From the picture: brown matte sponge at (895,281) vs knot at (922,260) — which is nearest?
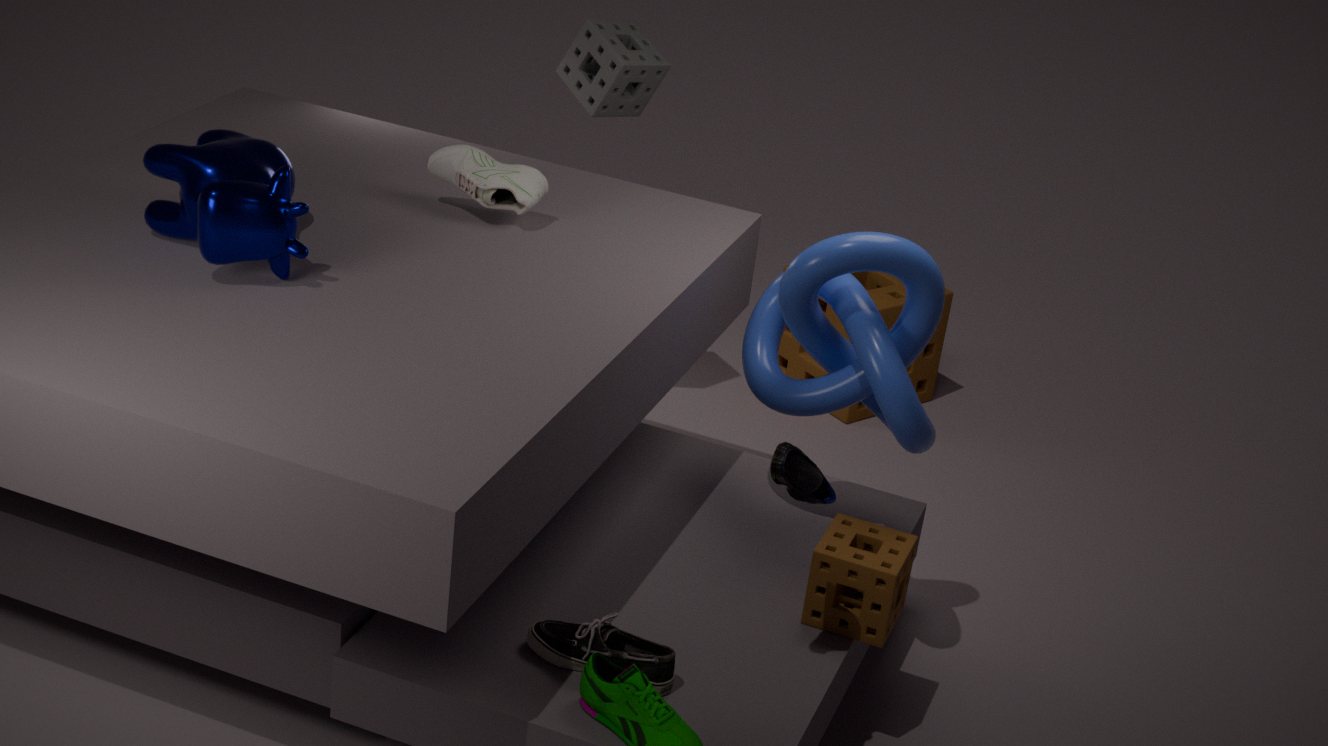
knot at (922,260)
